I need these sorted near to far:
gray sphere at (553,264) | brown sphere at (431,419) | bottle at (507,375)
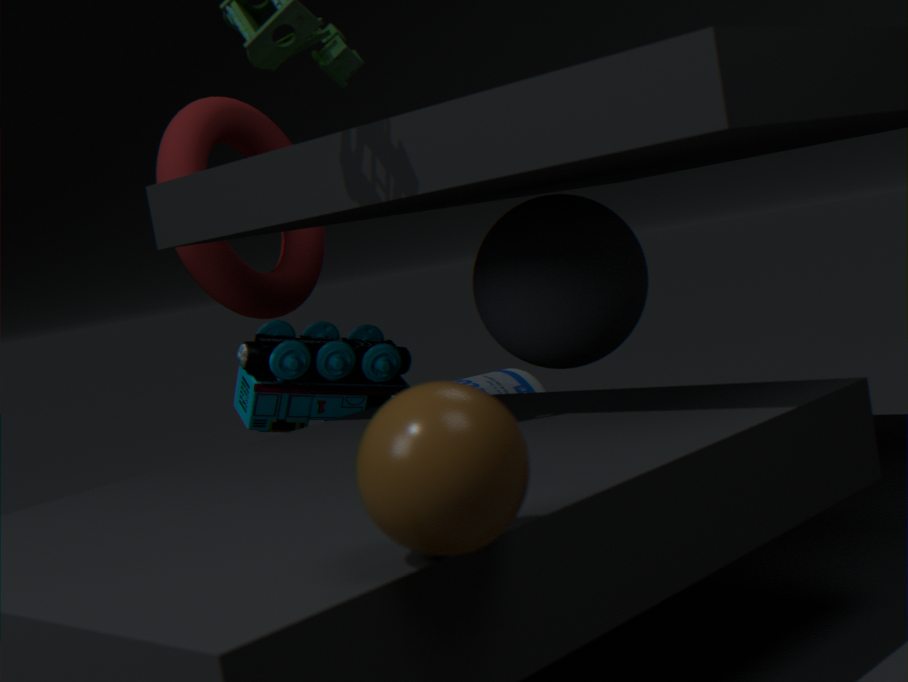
brown sphere at (431,419) < gray sphere at (553,264) < bottle at (507,375)
